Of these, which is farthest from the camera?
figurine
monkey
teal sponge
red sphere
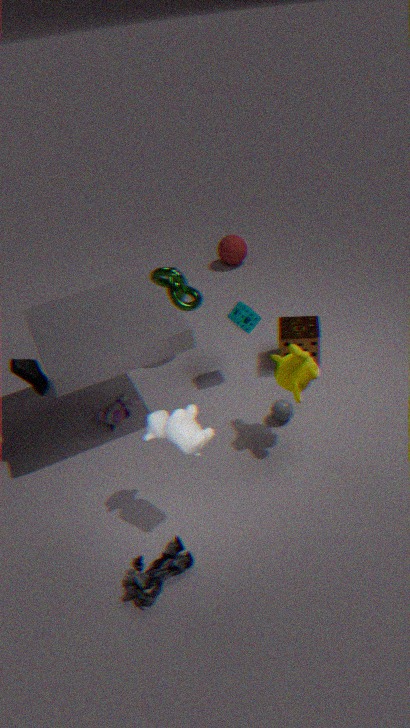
red sphere
